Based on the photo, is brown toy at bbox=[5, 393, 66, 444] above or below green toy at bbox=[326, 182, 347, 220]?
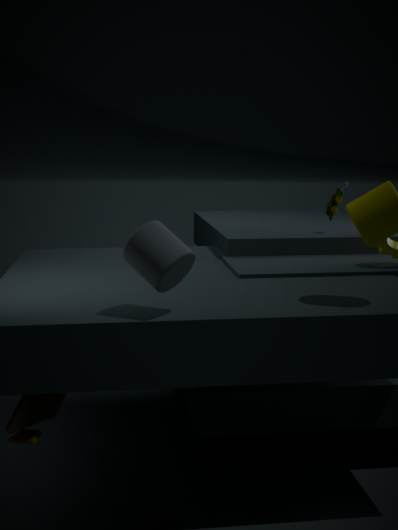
below
